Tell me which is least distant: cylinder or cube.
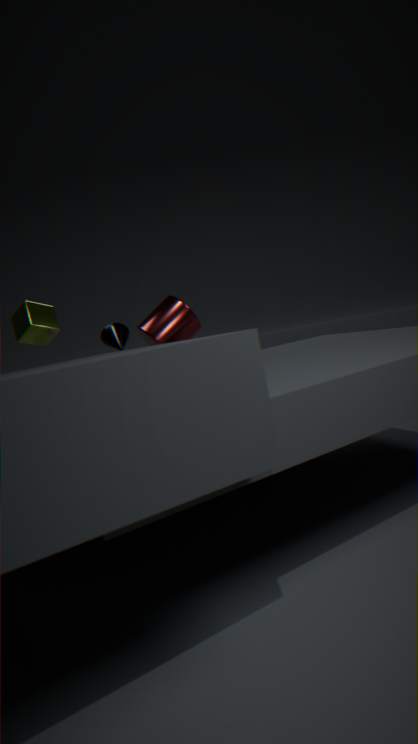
cube
